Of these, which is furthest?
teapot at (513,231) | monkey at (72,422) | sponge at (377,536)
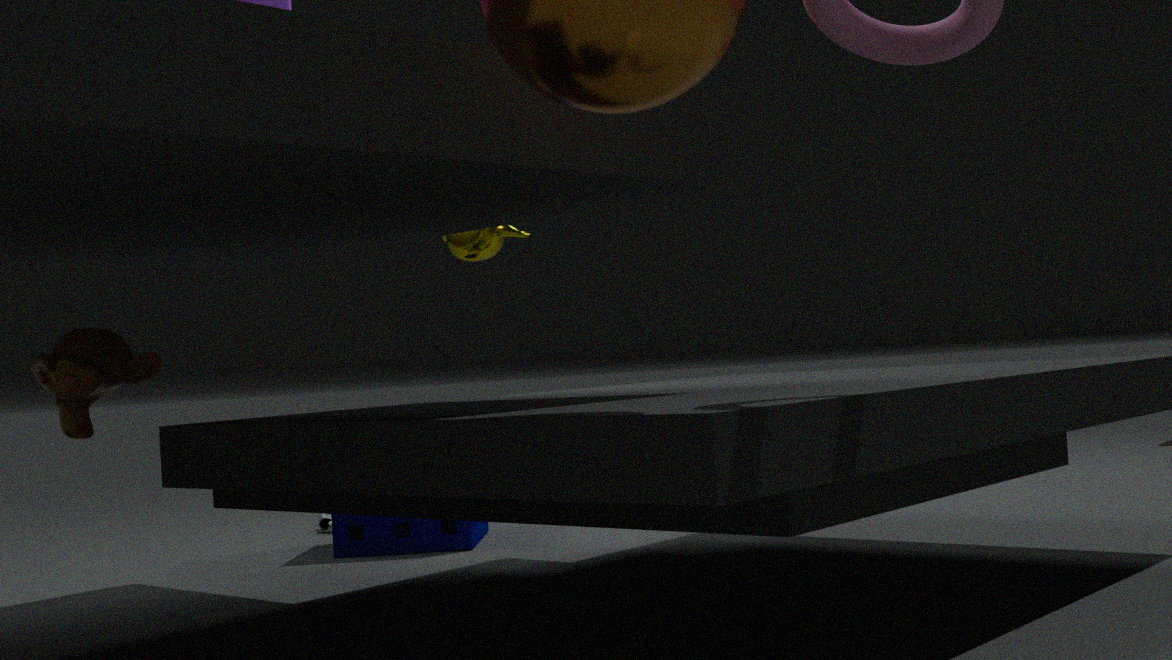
teapot at (513,231)
